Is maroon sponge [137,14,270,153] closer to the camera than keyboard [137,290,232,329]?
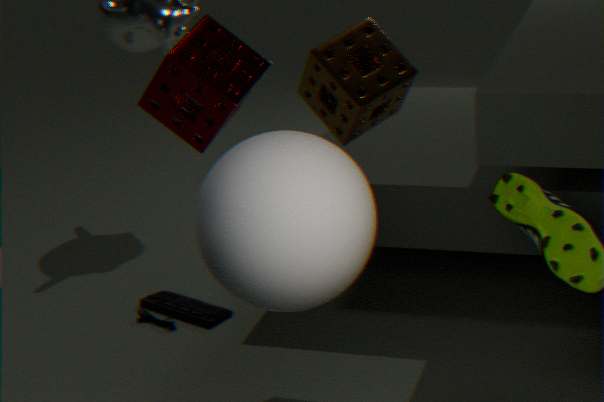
Yes
